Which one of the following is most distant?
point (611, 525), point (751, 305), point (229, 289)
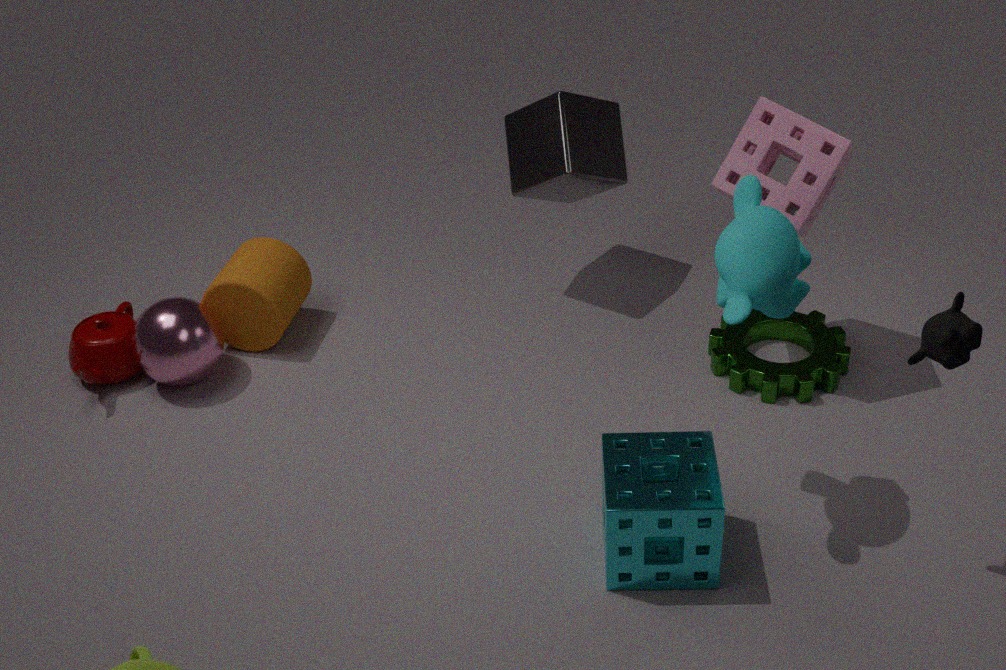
point (229, 289)
